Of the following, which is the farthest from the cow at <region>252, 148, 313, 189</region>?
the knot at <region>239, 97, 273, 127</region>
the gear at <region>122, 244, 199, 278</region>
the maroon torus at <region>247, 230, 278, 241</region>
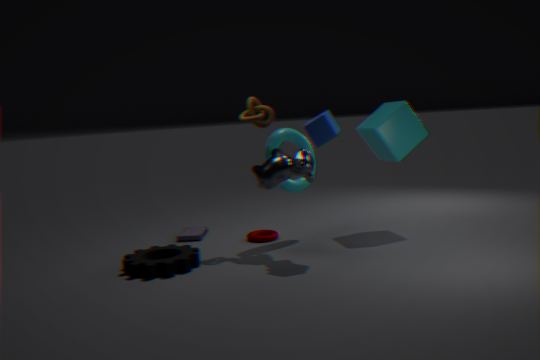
the gear at <region>122, 244, 199, 278</region>
